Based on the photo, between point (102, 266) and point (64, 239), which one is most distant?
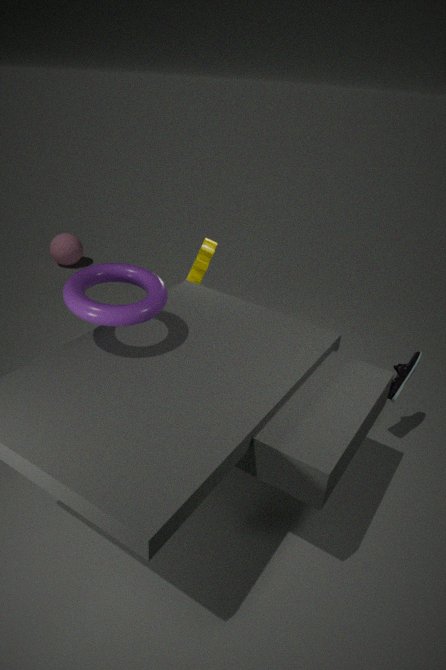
point (64, 239)
